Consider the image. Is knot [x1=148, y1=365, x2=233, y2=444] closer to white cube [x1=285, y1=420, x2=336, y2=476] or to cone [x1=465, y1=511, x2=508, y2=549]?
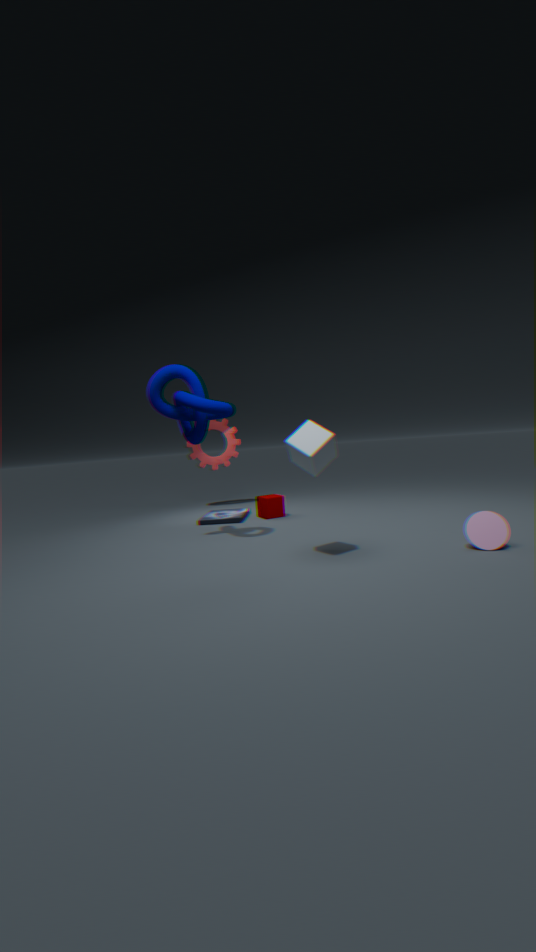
white cube [x1=285, y1=420, x2=336, y2=476]
